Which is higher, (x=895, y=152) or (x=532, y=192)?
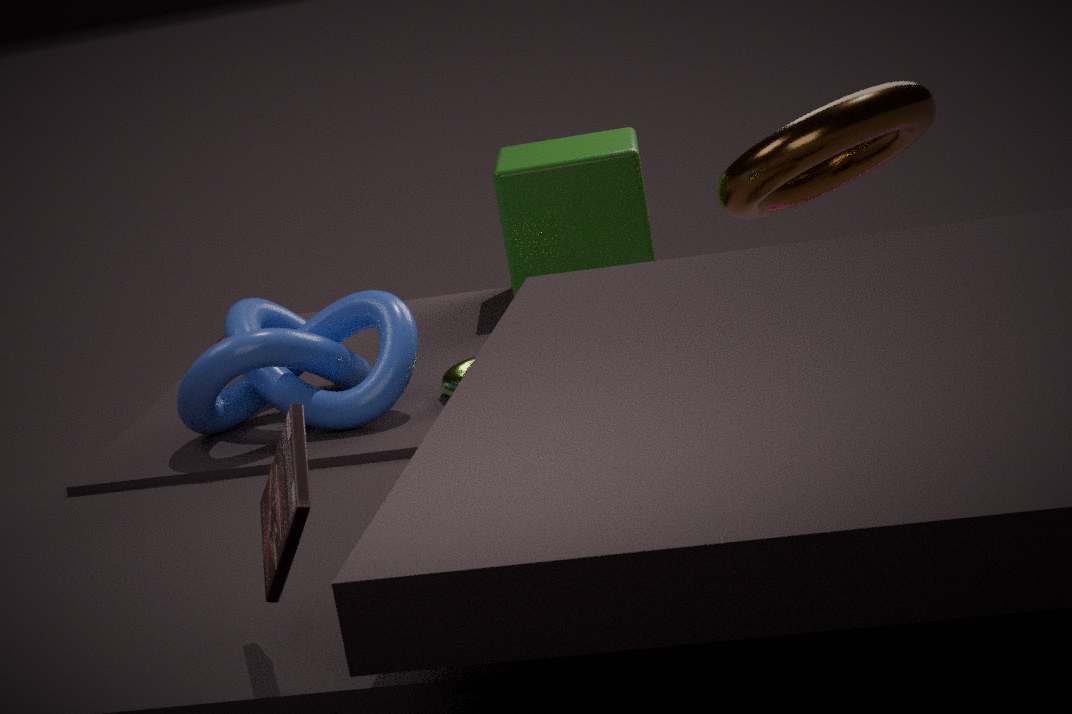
(x=895, y=152)
